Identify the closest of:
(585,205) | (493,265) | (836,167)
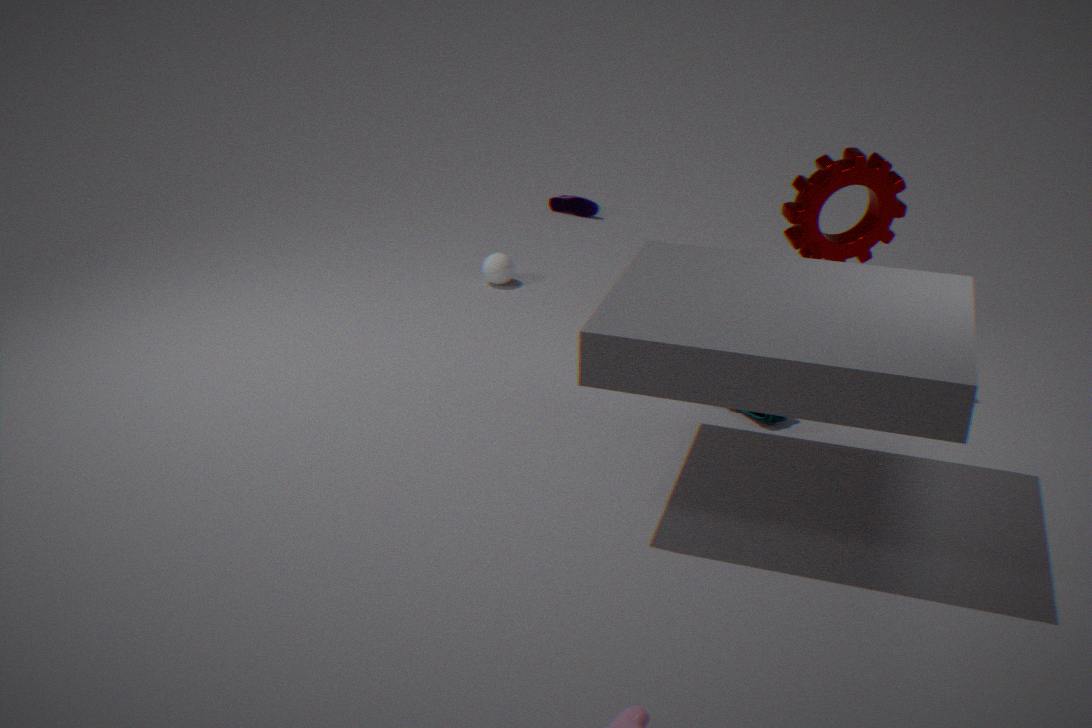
(836,167)
